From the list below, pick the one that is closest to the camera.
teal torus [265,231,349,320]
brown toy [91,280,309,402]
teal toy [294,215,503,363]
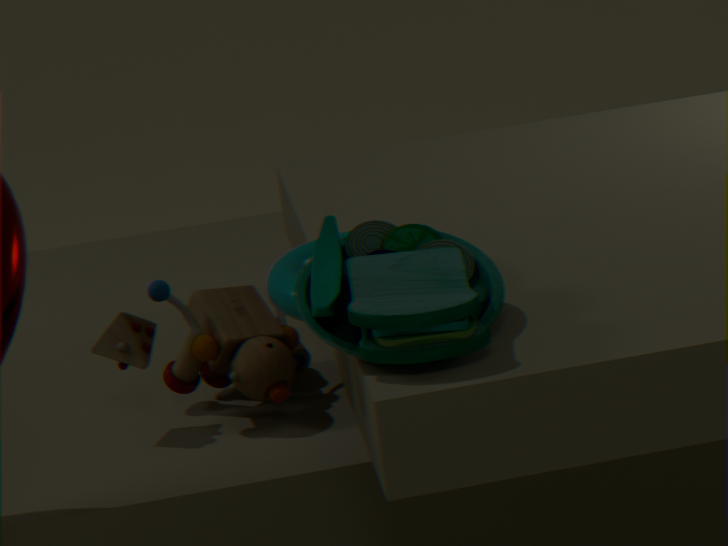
teal toy [294,215,503,363]
